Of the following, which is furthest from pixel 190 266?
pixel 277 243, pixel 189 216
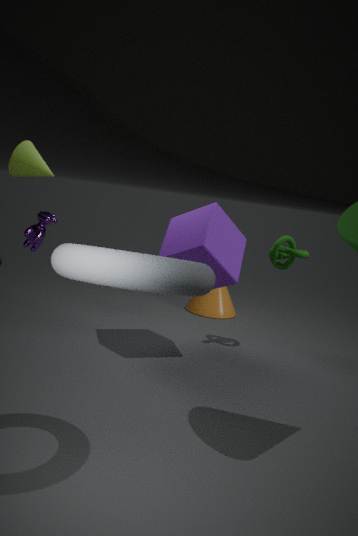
pixel 277 243
